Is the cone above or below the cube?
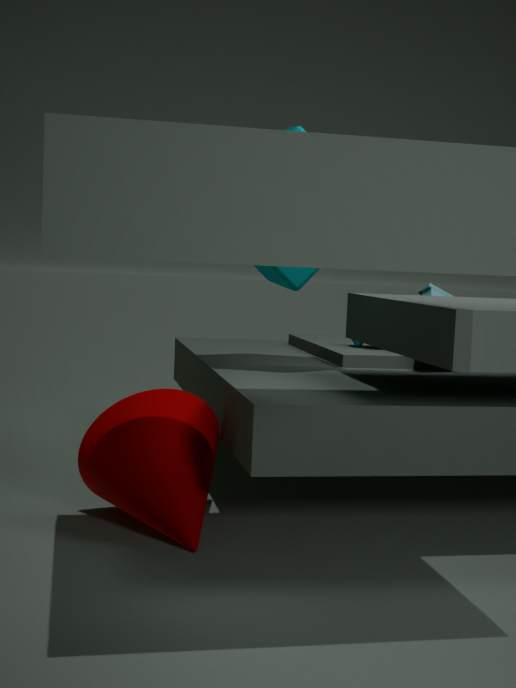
below
